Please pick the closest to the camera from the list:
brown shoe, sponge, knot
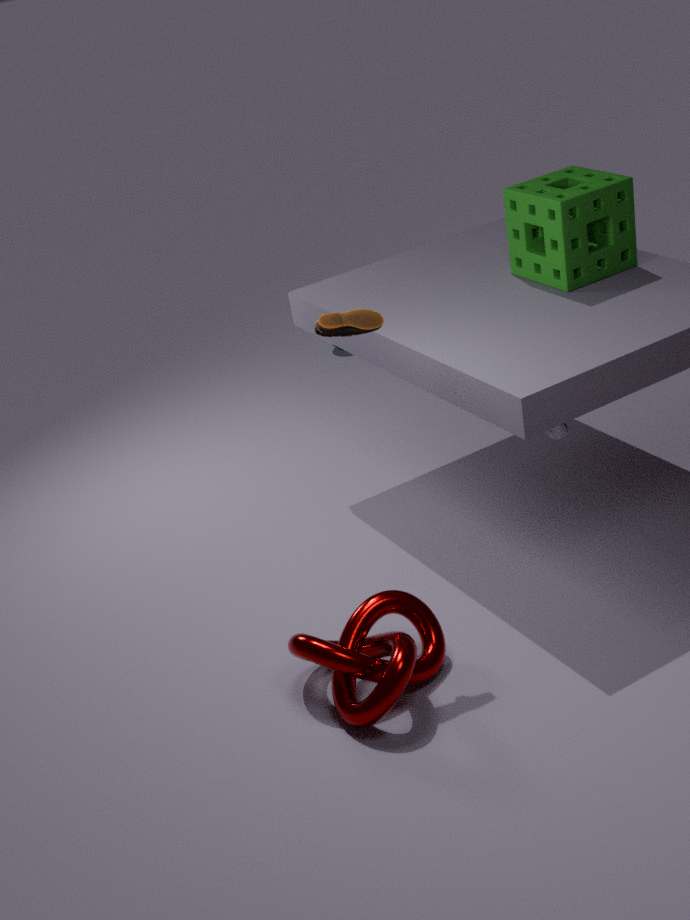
knot
